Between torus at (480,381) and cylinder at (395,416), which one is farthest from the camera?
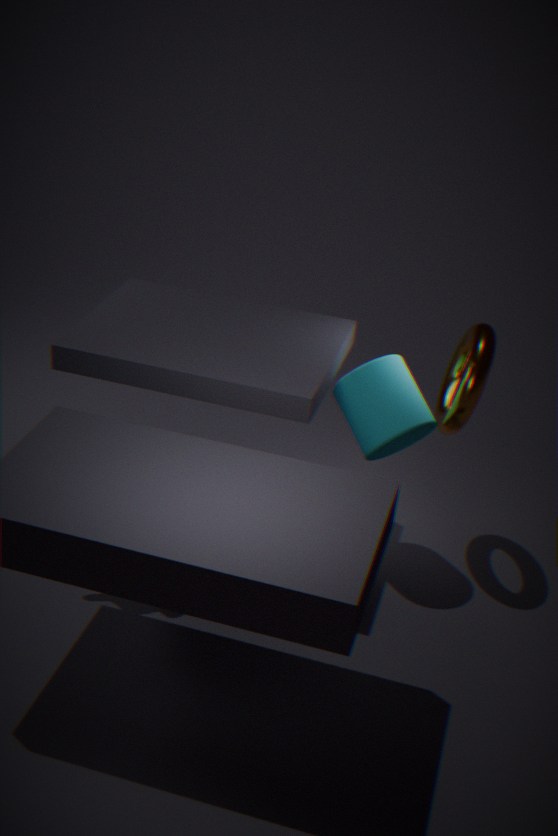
cylinder at (395,416)
